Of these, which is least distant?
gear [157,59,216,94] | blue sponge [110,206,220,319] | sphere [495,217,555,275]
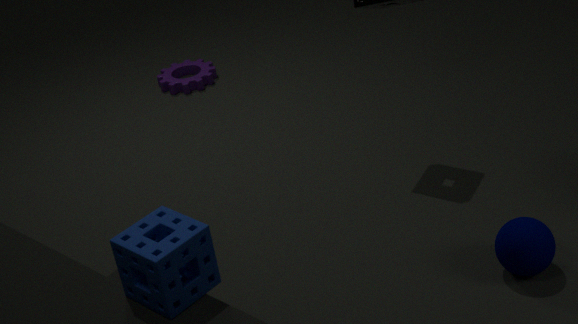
blue sponge [110,206,220,319]
